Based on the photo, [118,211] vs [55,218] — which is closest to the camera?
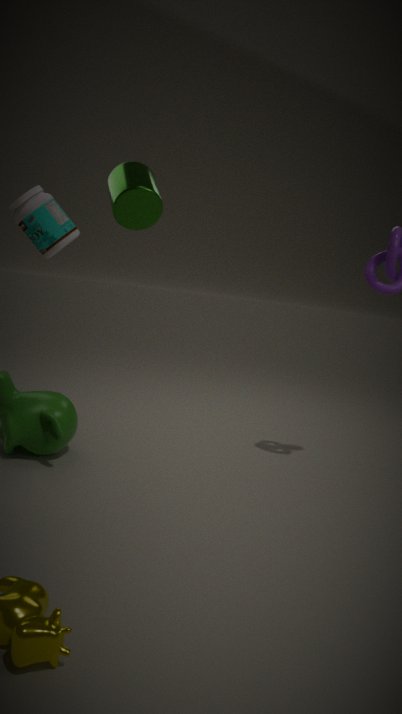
[118,211]
